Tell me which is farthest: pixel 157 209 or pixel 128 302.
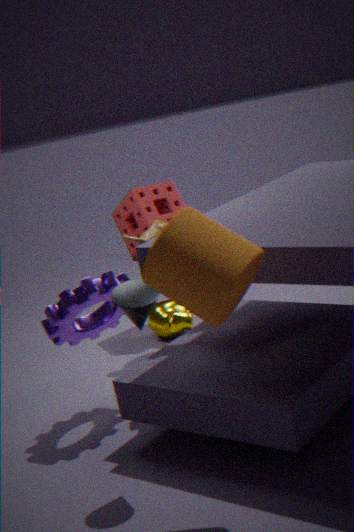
pixel 157 209
